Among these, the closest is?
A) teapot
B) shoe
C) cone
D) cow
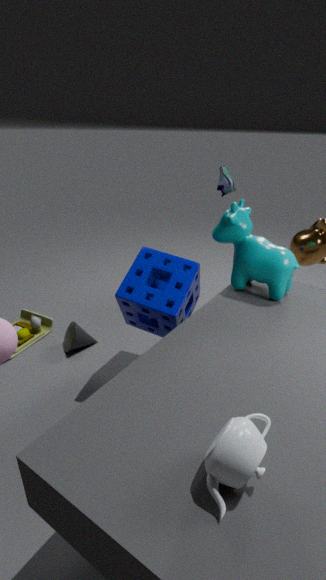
teapot
